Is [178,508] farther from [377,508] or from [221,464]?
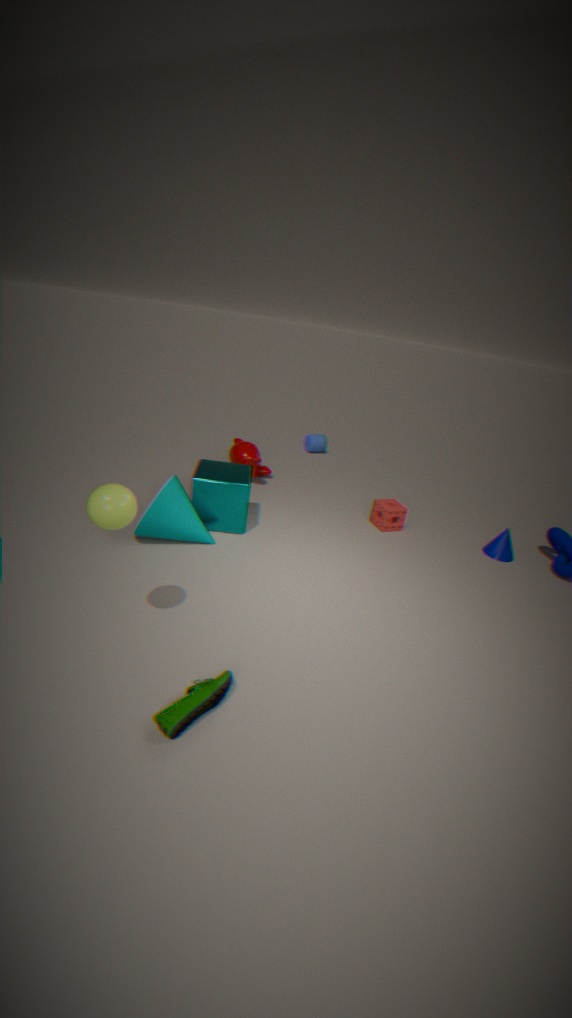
[377,508]
